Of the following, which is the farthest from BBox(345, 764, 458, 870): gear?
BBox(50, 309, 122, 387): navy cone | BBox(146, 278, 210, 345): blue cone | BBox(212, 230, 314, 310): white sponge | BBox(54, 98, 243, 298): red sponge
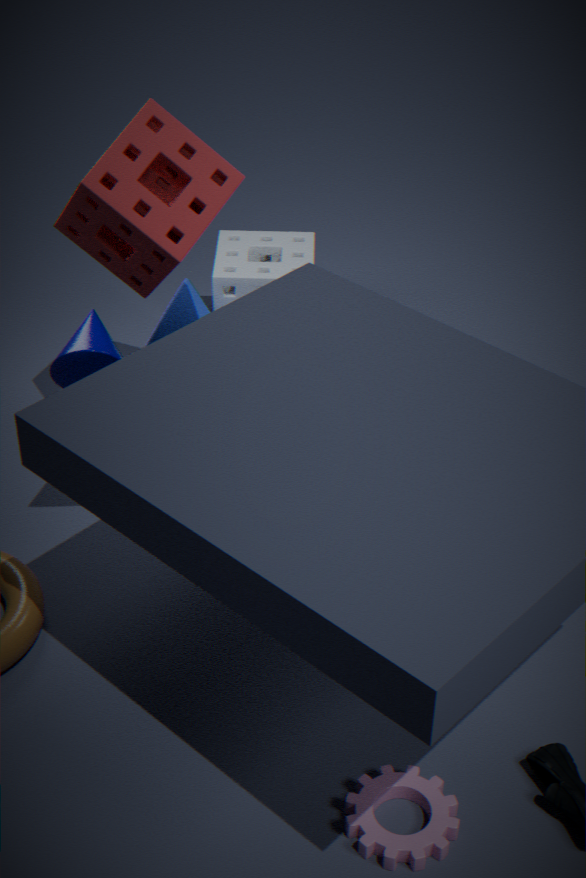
BBox(212, 230, 314, 310): white sponge
